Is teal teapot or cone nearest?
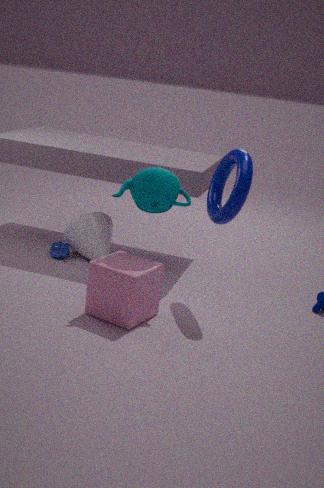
teal teapot
